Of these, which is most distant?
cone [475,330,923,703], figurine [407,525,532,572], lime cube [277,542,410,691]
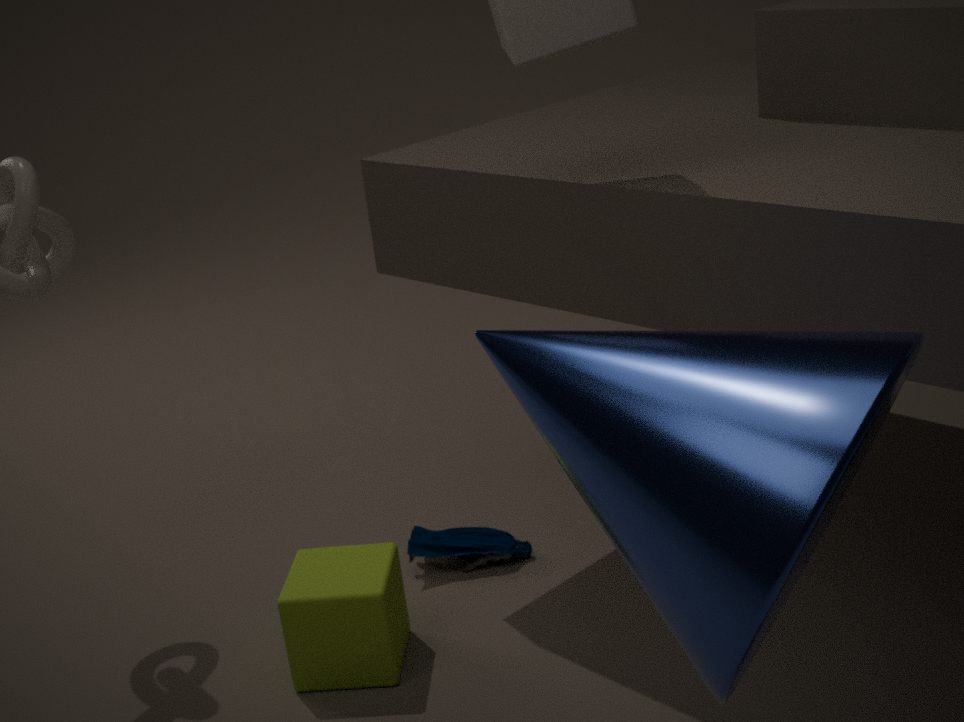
figurine [407,525,532,572]
